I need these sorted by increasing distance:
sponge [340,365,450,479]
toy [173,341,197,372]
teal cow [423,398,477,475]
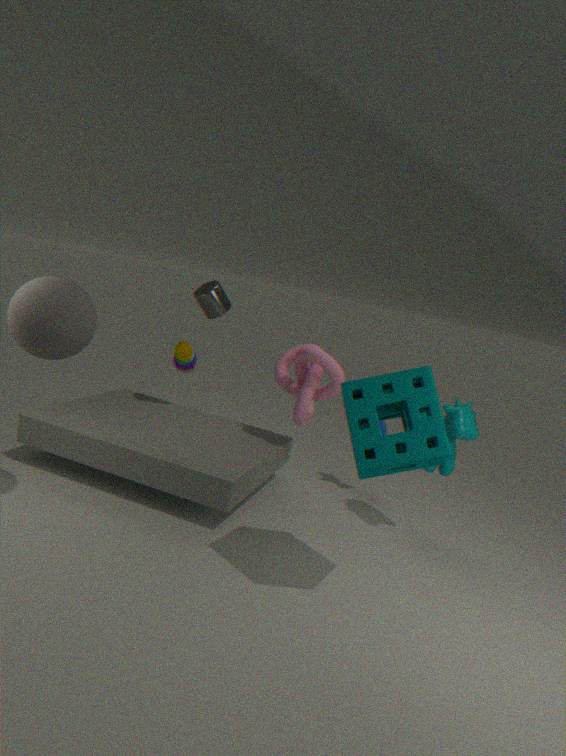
sponge [340,365,450,479], teal cow [423,398,477,475], toy [173,341,197,372]
